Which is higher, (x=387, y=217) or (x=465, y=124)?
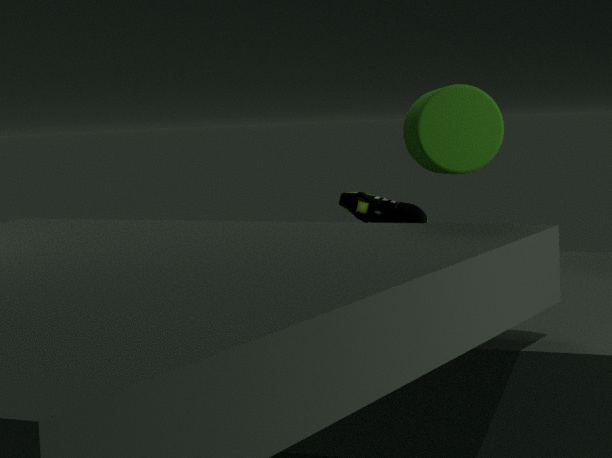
(x=465, y=124)
